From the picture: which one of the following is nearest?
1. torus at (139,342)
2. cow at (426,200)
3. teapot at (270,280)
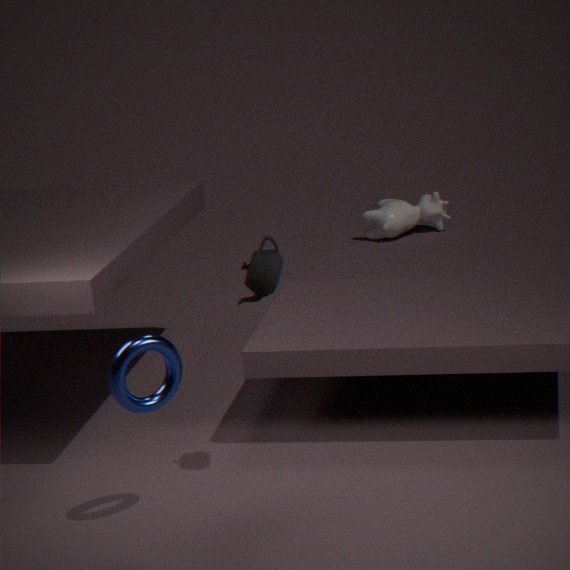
torus at (139,342)
